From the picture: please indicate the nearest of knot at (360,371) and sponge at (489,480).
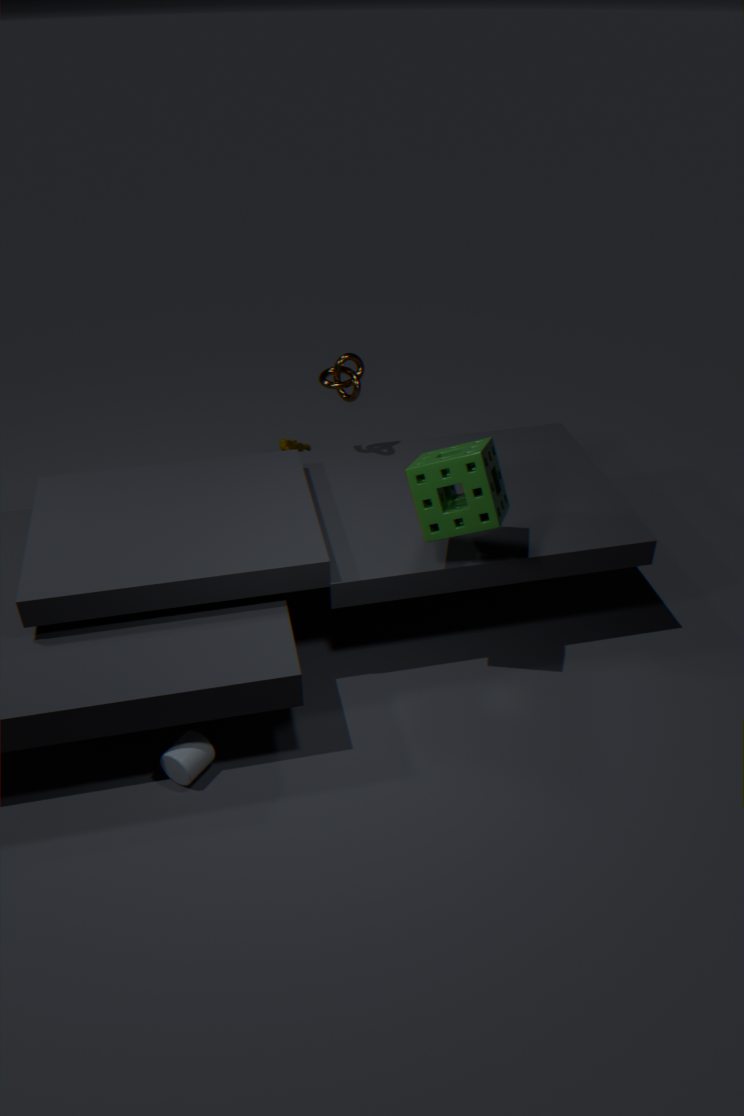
sponge at (489,480)
